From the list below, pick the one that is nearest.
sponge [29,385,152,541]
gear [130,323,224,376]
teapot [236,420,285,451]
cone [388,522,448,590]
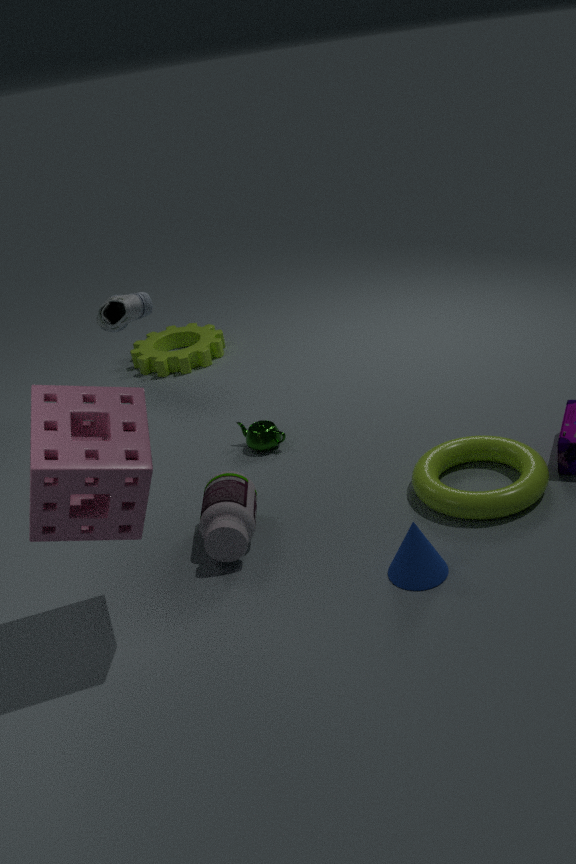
sponge [29,385,152,541]
